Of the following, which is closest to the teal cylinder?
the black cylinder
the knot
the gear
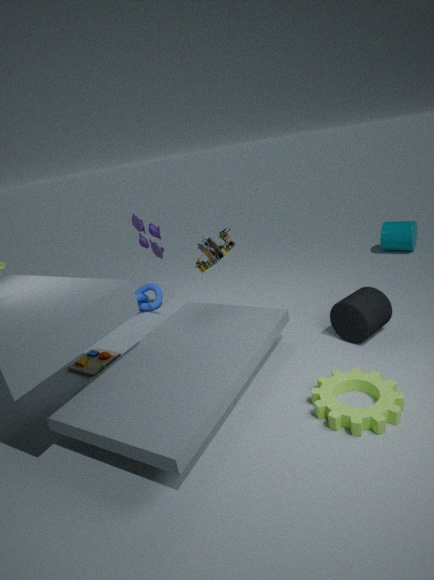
the black cylinder
